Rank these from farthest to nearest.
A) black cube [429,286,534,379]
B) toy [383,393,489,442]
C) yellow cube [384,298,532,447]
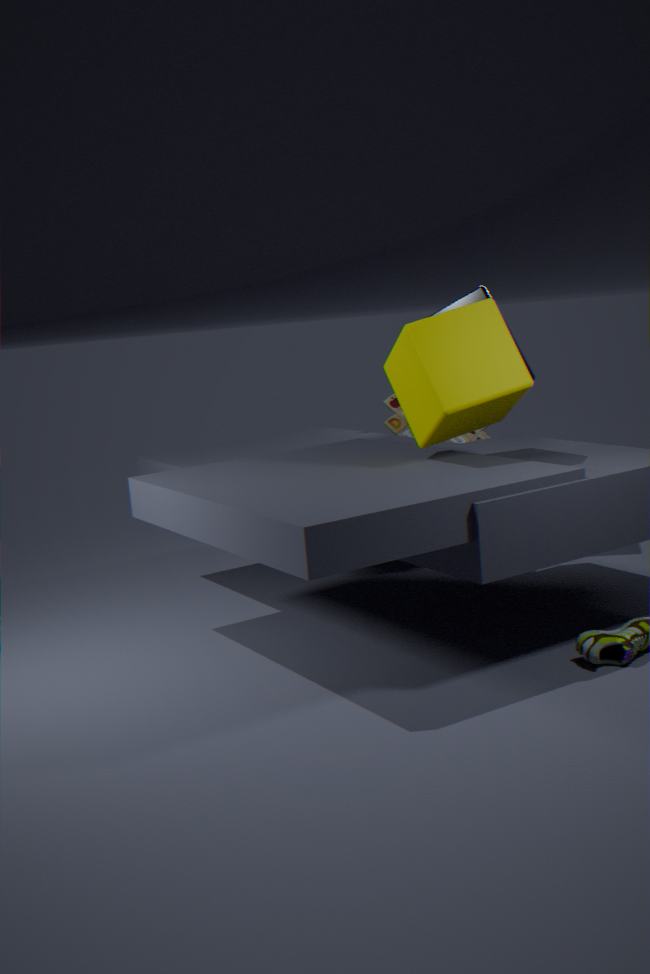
1. toy [383,393,489,442]
2. black cube [429,286,534,379]
3. yellow cube [384,298,532,447]
